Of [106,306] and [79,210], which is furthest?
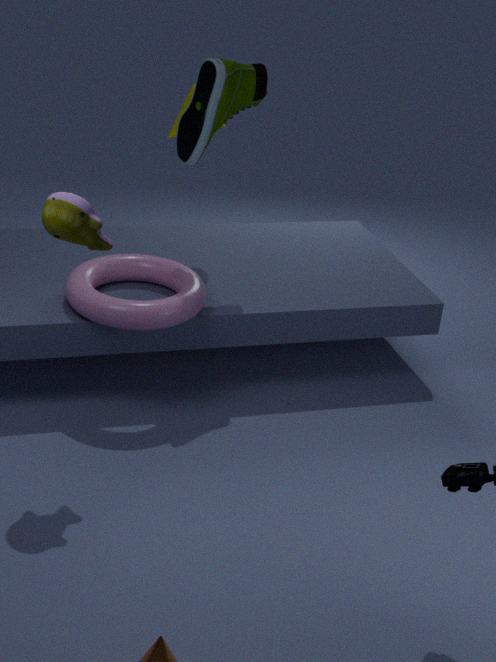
[106,306]
